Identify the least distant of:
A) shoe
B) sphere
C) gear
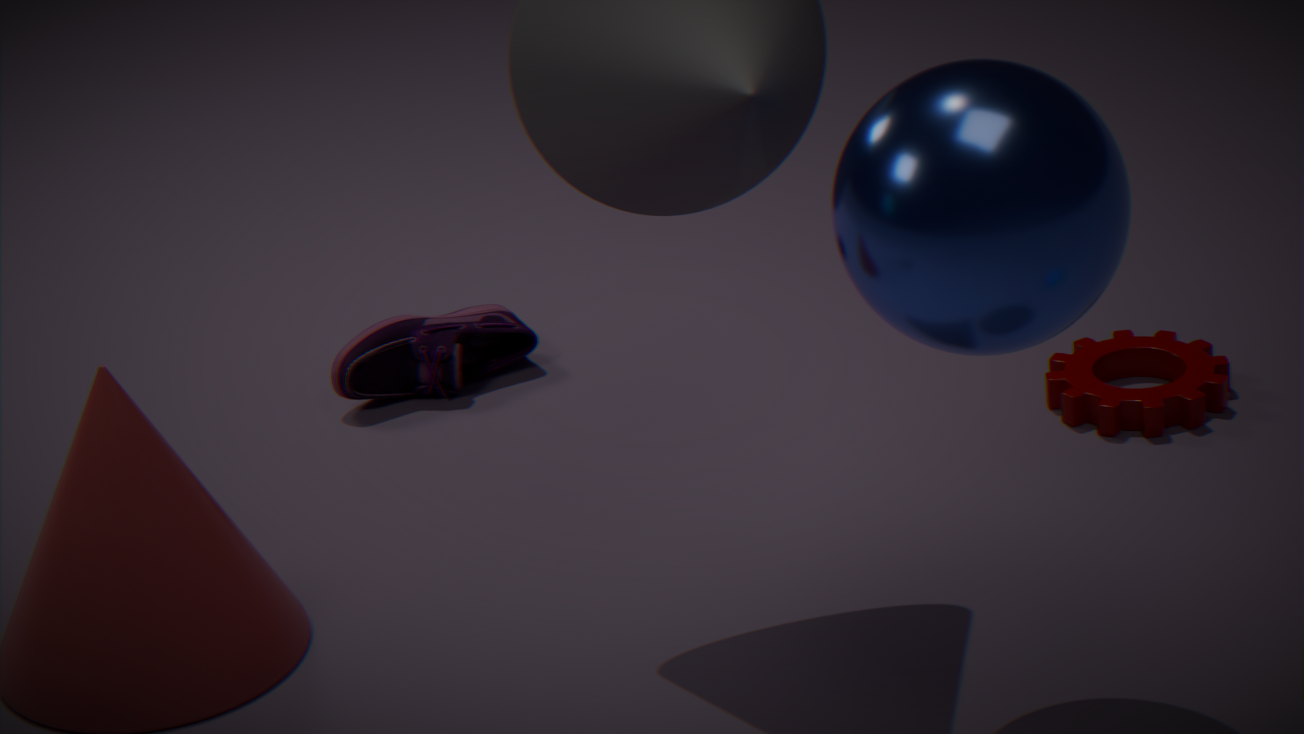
sphere
